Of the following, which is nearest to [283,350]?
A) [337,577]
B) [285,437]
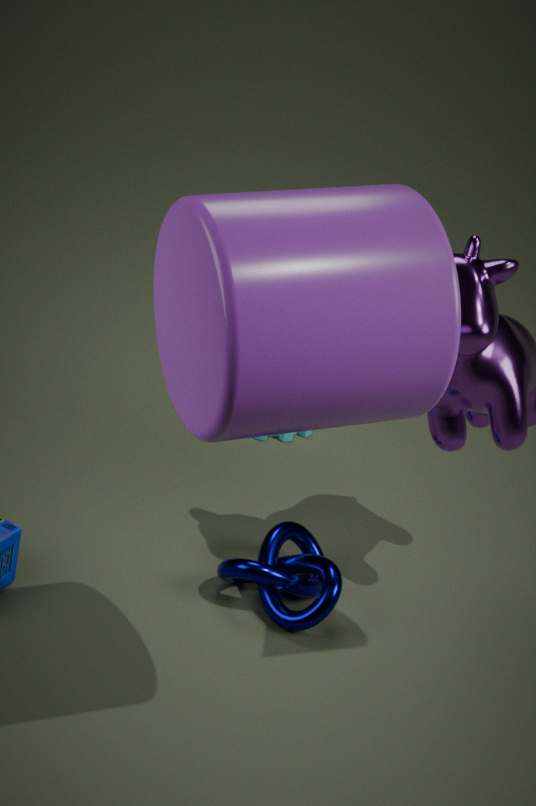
[337,577]
